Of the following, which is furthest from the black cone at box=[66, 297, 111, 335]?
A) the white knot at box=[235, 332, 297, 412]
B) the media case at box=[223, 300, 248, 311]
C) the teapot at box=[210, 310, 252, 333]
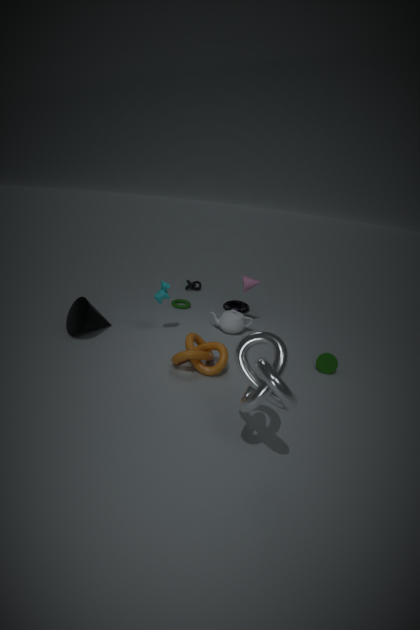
the white knot at box=[235, 332, 297, 412]
